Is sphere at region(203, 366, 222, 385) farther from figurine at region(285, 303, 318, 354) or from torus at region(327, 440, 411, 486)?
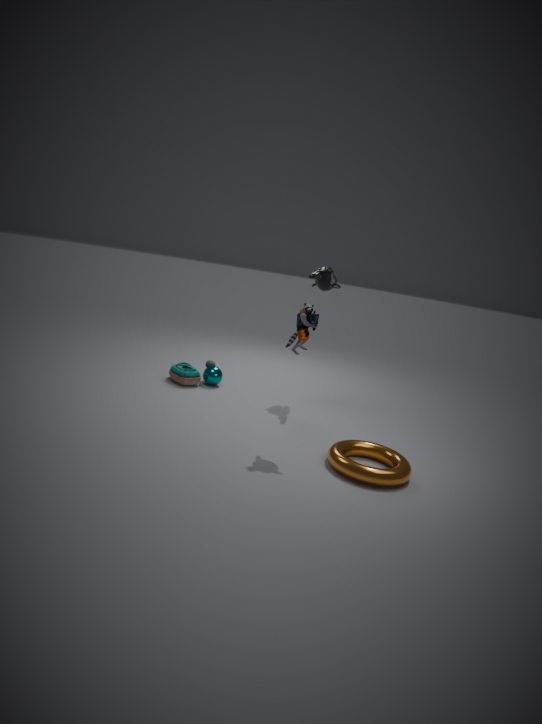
torus at region(327, 440, 411, 486)
